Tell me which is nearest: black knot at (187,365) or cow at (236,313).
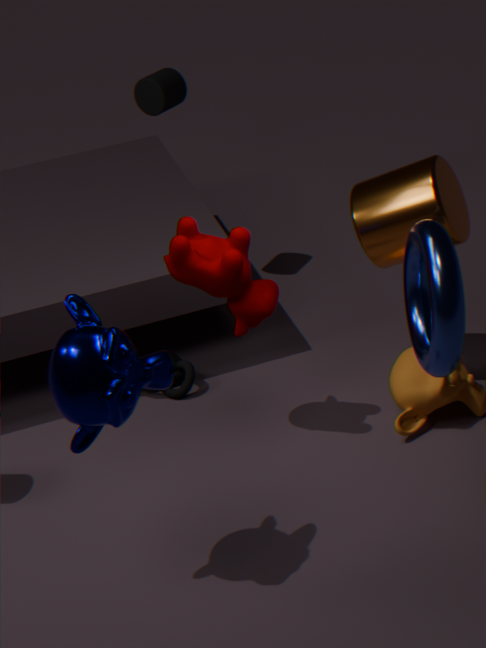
cow at (236,313)
